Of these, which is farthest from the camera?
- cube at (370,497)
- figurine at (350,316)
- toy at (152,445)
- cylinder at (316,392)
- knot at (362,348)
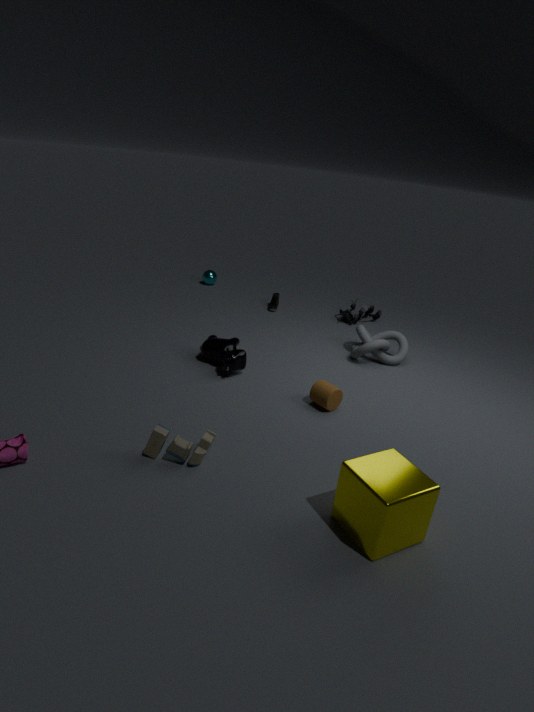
figurine at (350,316)
